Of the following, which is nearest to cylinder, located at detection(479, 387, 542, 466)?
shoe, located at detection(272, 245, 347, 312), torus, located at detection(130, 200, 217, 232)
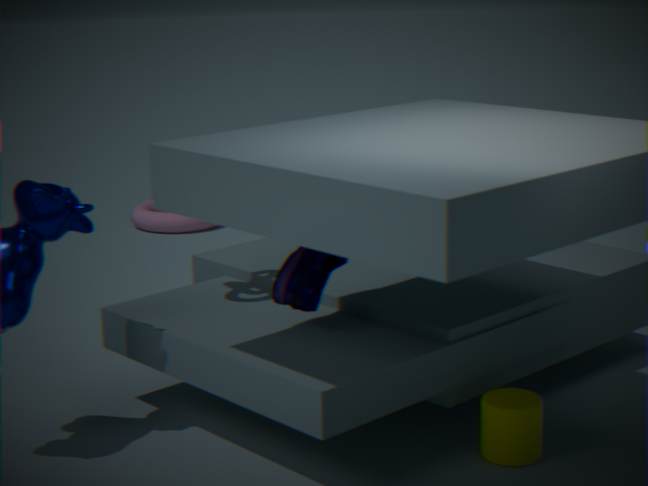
shoe, located at detection(272, 245, 347, 312)
